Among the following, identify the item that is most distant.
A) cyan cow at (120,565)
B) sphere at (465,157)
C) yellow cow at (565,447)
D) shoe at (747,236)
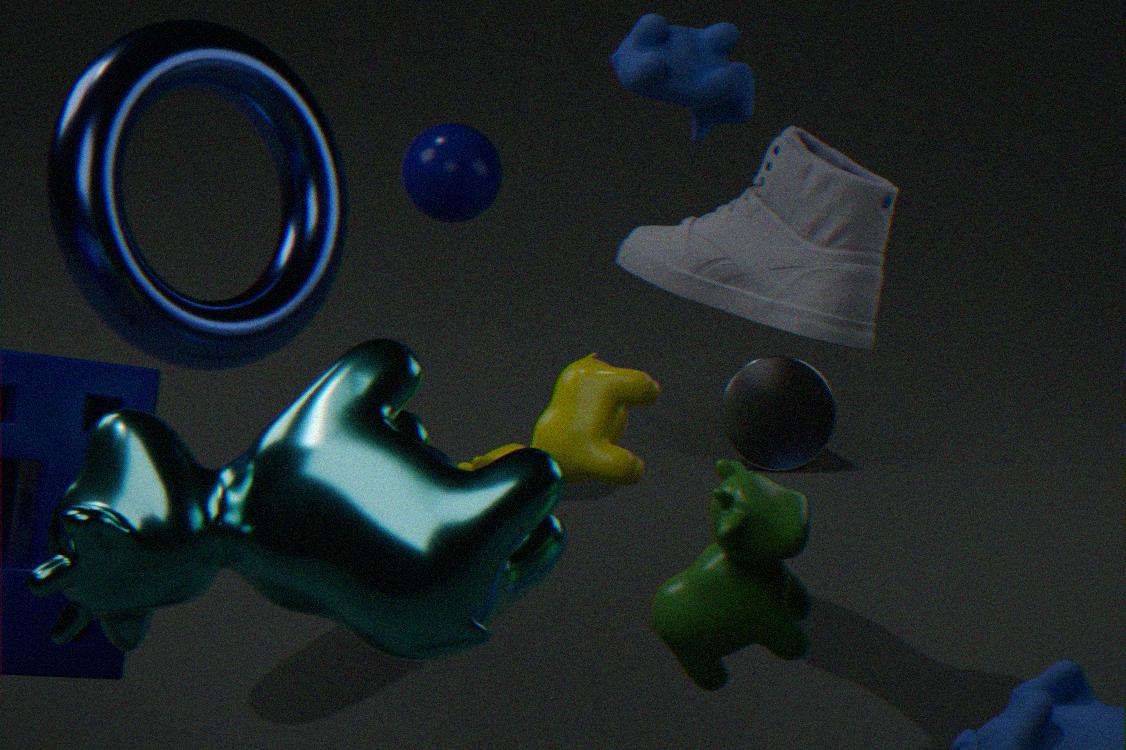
sphere at (465,157)
